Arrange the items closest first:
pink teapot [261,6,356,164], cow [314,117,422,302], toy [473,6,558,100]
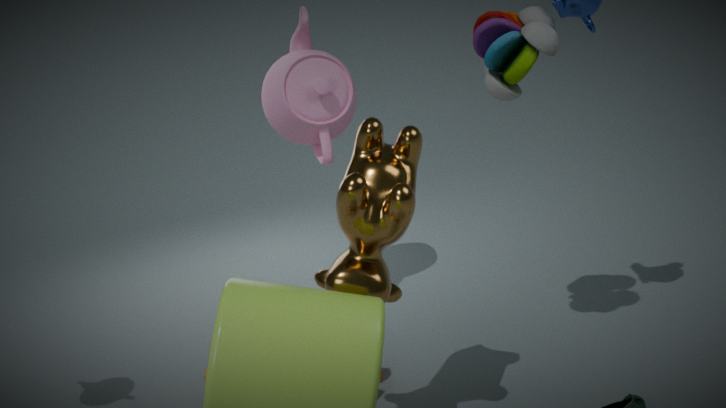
cow [314,117,422,302] → toy [473,6,558,100] → pink teapot [261,6,356,164]
